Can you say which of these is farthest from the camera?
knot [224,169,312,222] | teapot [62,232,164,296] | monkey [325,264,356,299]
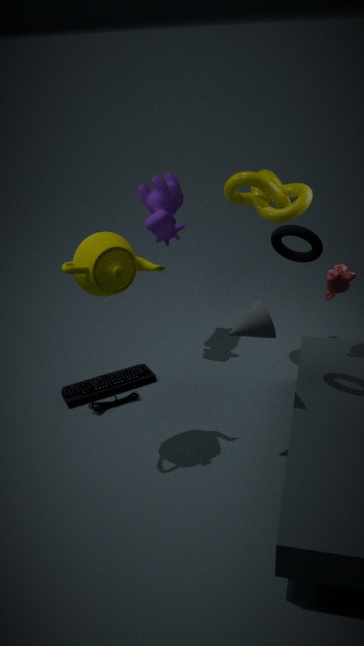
knot [224,169,312,222]
